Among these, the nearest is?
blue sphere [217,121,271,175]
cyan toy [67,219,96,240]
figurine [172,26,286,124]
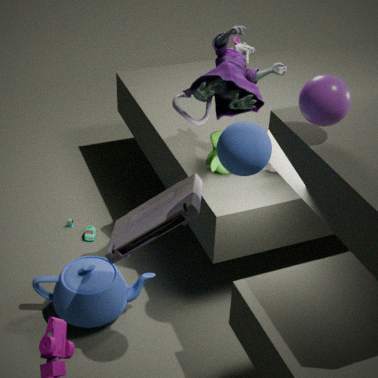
blue sphere [217,121,271,175]
